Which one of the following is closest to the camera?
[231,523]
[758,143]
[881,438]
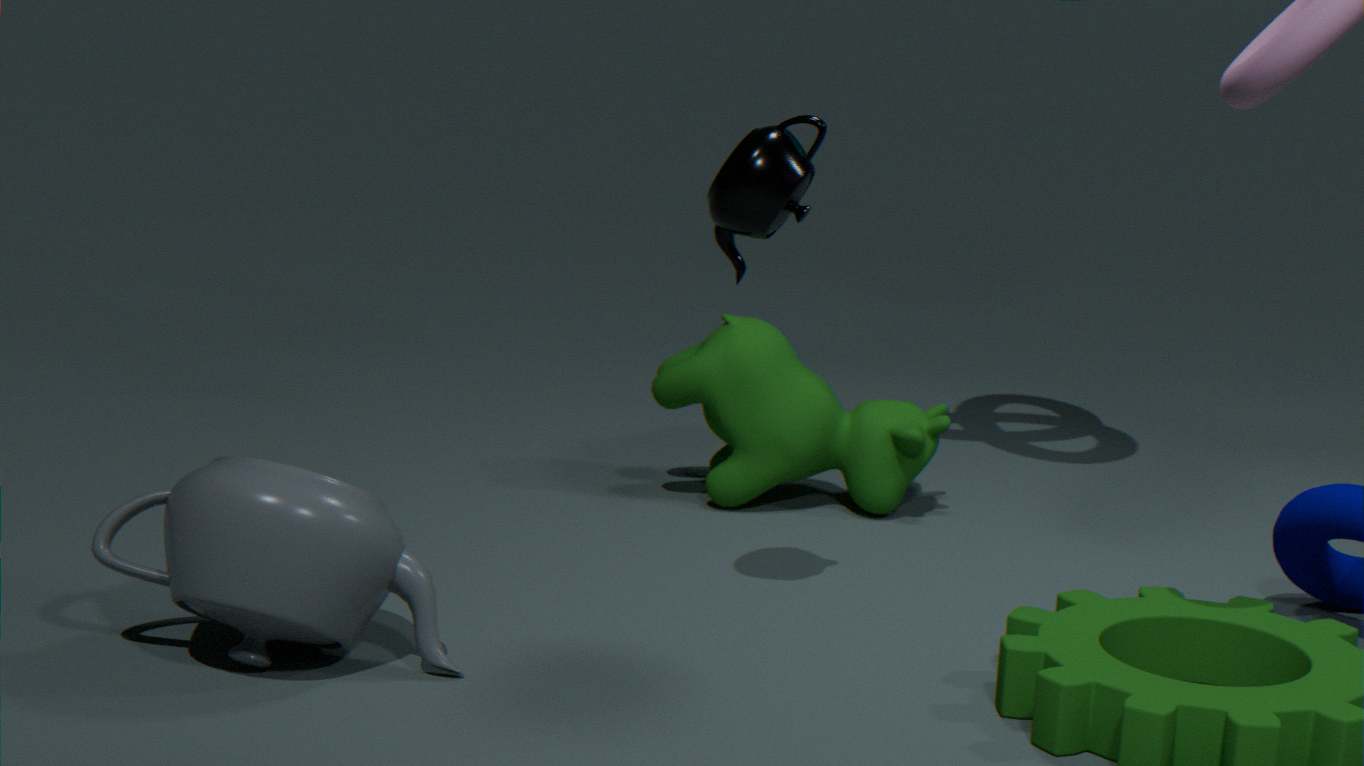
[231,523]
